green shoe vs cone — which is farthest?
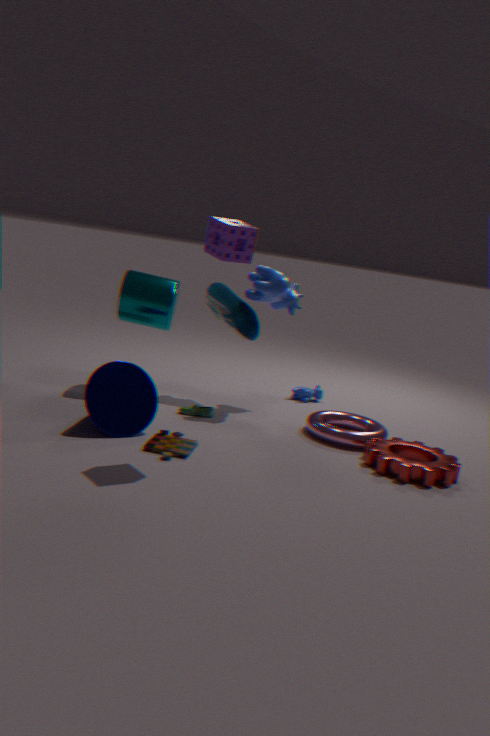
green shoe
